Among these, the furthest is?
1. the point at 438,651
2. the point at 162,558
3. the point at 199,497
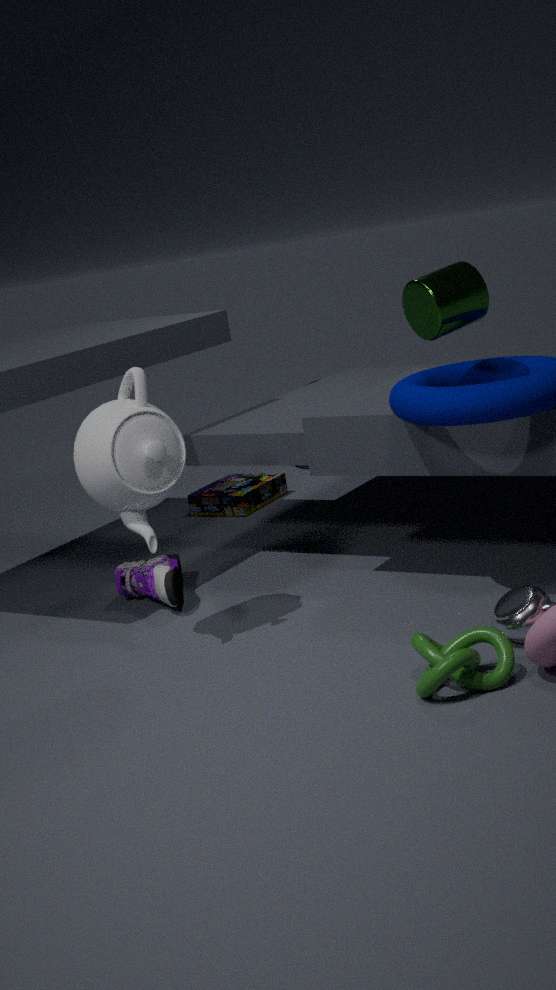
the point at 199,497
